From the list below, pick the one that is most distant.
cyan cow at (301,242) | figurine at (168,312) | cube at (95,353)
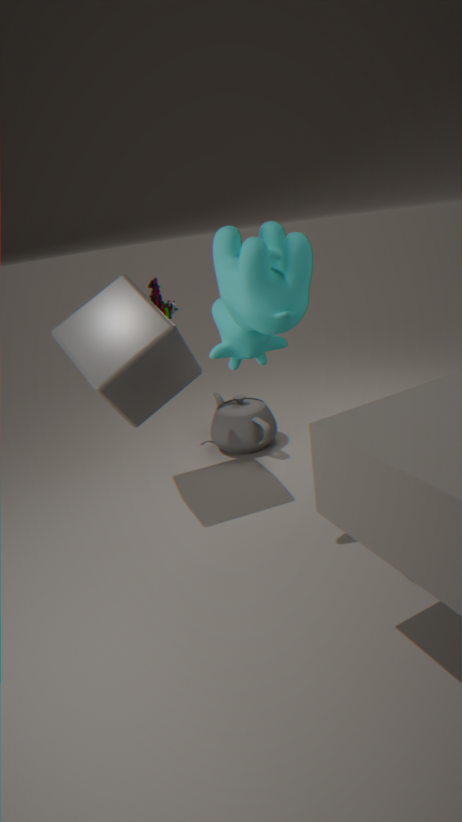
figurine at (168,312)
